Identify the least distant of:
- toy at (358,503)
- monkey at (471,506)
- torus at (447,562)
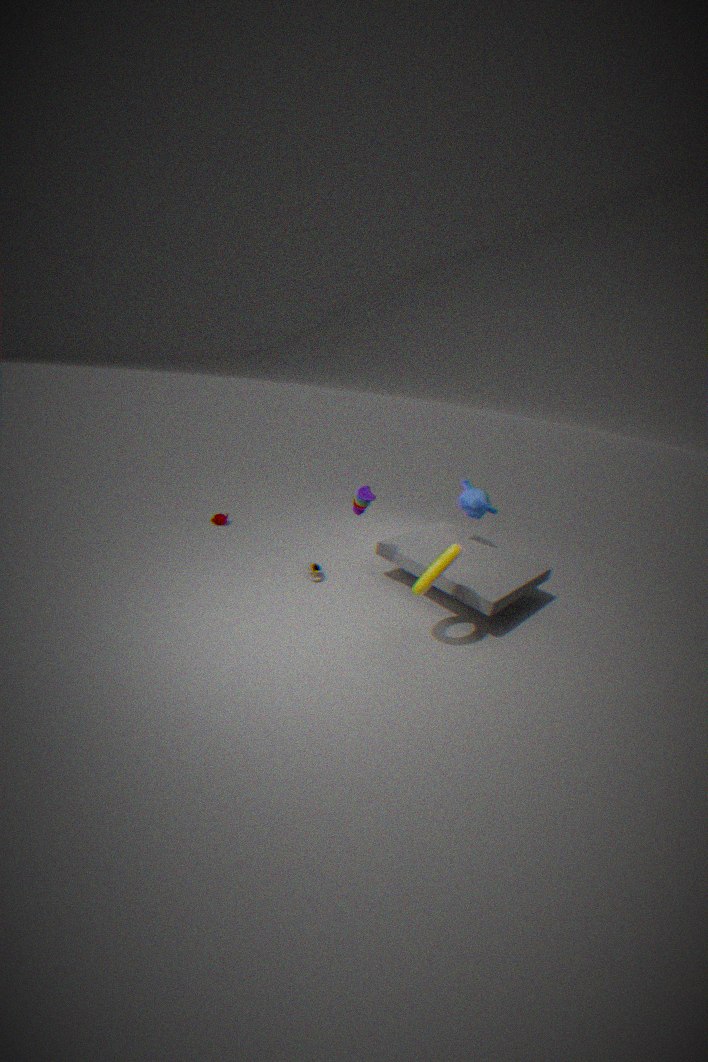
torus at (447,562)
